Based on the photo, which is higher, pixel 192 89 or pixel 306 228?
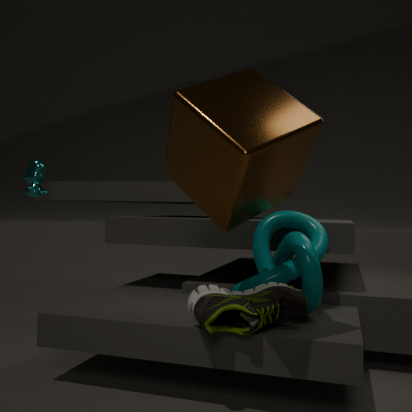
pixel 192 89
